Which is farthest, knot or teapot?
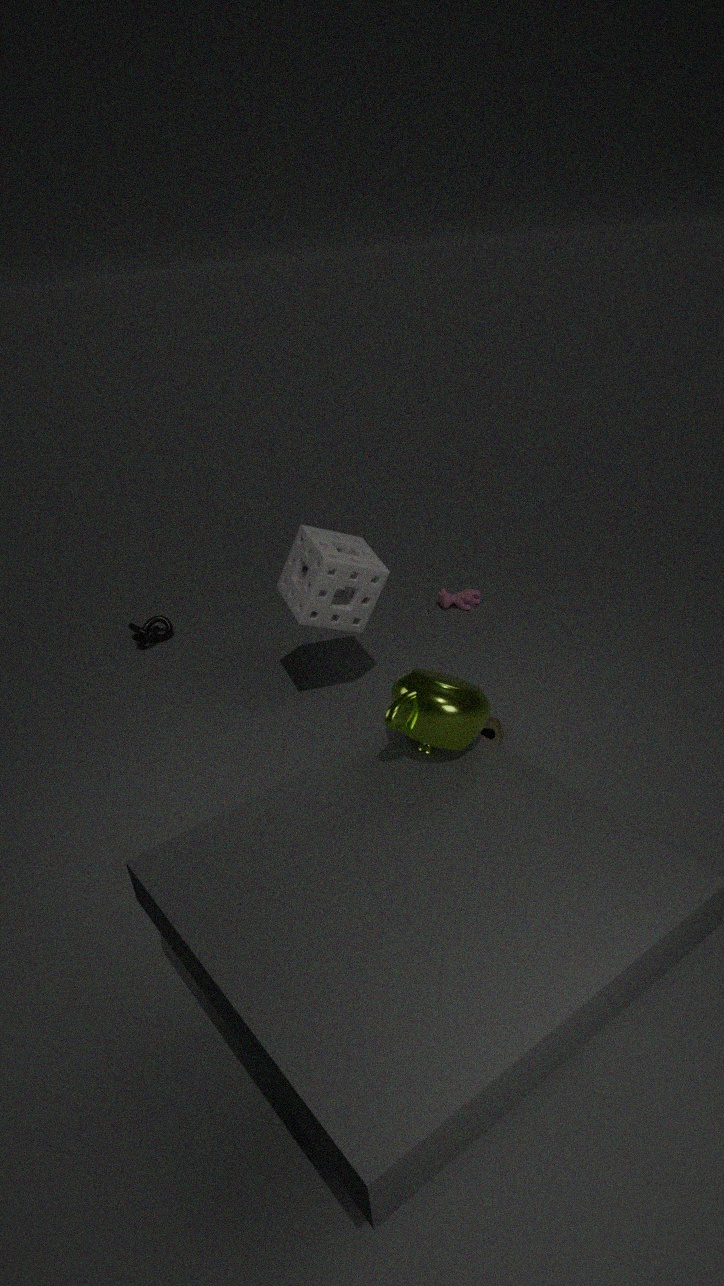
knot
